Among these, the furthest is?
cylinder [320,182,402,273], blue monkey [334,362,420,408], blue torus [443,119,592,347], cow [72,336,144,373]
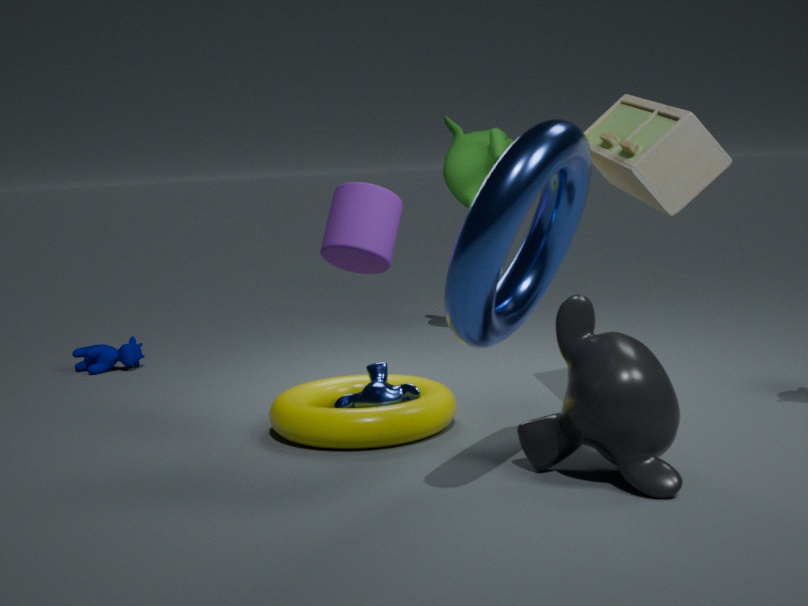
cow [72,336,144,373]
